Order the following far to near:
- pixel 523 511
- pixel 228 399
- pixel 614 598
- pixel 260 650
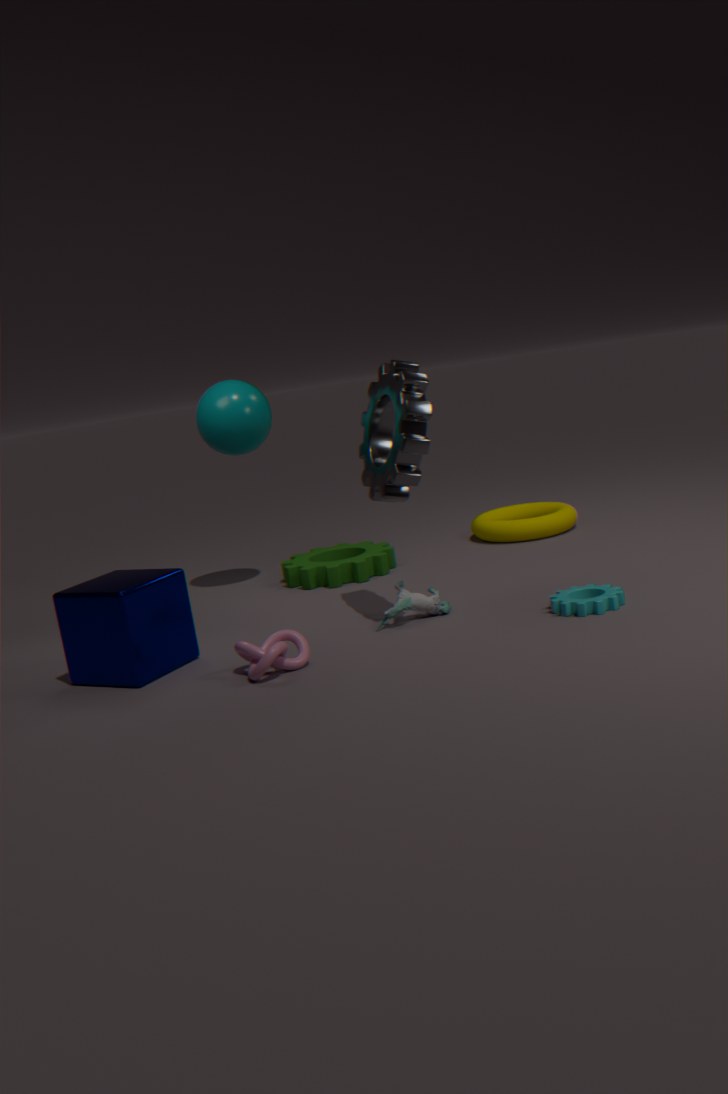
pixel 523 511
pixel 228 399
pixel 614 598
pixel 260 650
